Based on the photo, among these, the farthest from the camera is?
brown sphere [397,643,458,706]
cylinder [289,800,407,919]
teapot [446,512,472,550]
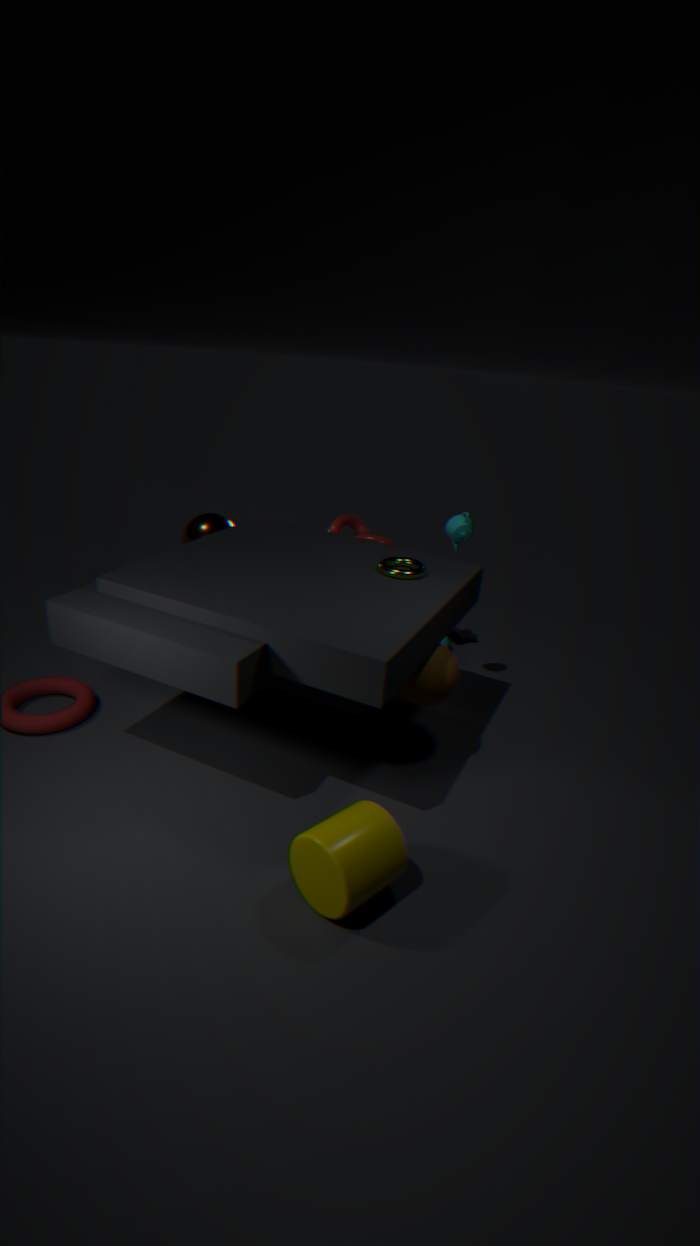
teapot [446,512,472,550]
